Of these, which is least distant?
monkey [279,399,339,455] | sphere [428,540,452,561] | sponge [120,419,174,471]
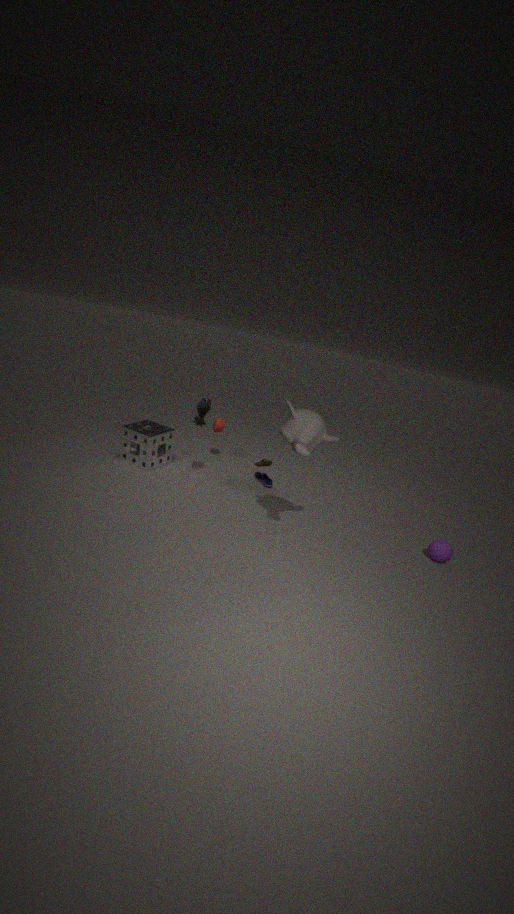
monkey [279,399,339,455]
